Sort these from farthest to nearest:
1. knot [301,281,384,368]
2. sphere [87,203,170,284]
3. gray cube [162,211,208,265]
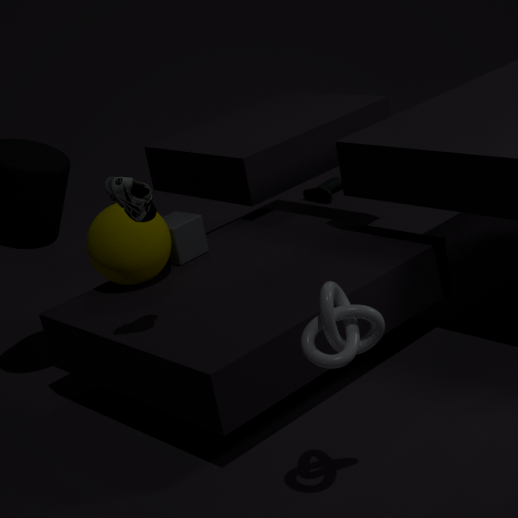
gray cube [162,211,208,265] → sphere [87,203,170,284] → knot [301,281,384,368]
